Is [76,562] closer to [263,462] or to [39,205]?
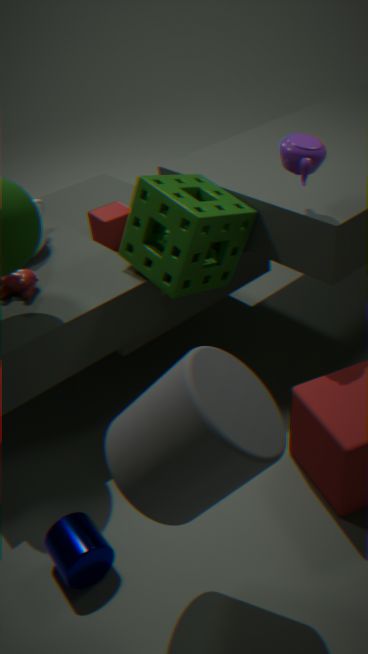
[263,462]
